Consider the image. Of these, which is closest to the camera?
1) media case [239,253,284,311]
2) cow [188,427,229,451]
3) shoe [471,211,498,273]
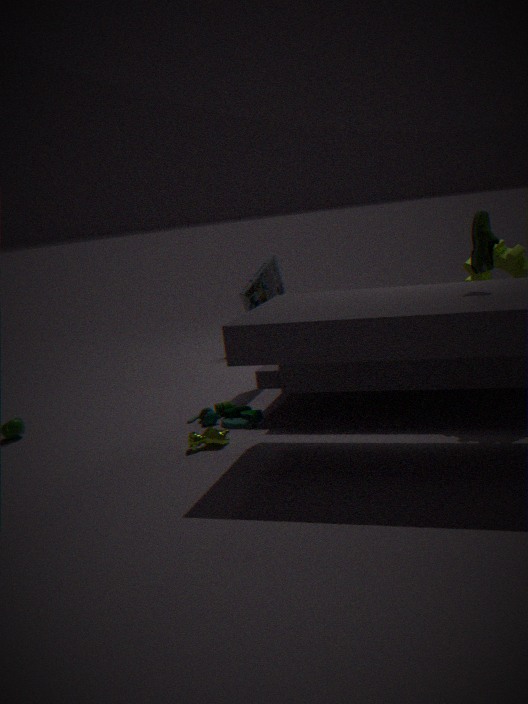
3. shoe [471,211,498,273]
